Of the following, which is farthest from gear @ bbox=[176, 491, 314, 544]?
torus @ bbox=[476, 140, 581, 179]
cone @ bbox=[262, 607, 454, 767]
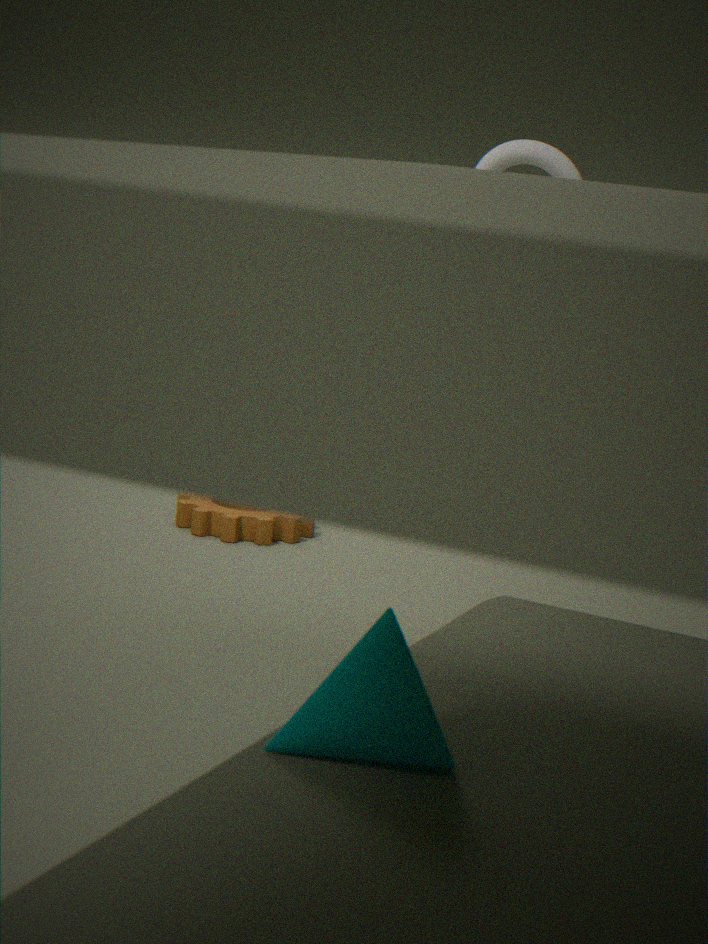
cone @ bbox=[262, 607, 454, 767]
